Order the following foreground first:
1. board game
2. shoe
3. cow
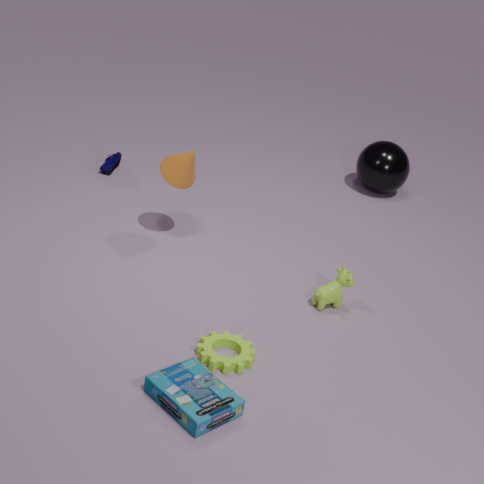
board game, cow, shoe
